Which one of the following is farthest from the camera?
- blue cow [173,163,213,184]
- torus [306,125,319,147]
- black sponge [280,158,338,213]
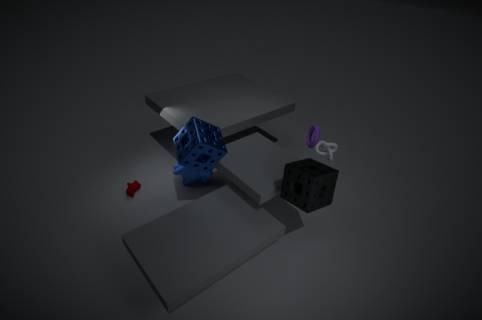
blue cow [173,163,213,184]
